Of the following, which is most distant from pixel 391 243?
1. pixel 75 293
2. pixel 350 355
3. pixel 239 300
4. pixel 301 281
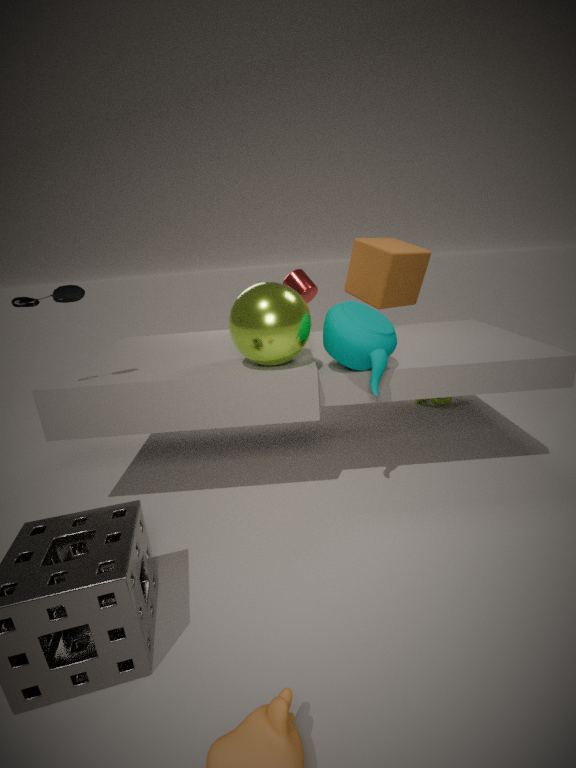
pixel 75 293
